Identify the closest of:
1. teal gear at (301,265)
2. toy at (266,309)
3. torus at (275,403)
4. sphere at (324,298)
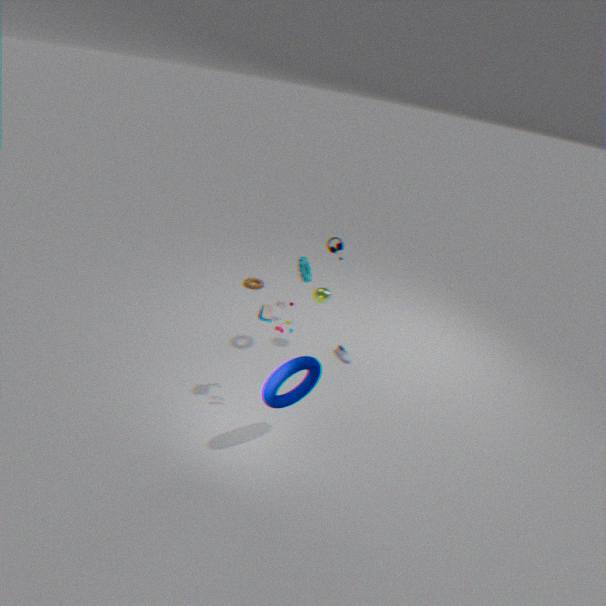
torus at (275,403)
